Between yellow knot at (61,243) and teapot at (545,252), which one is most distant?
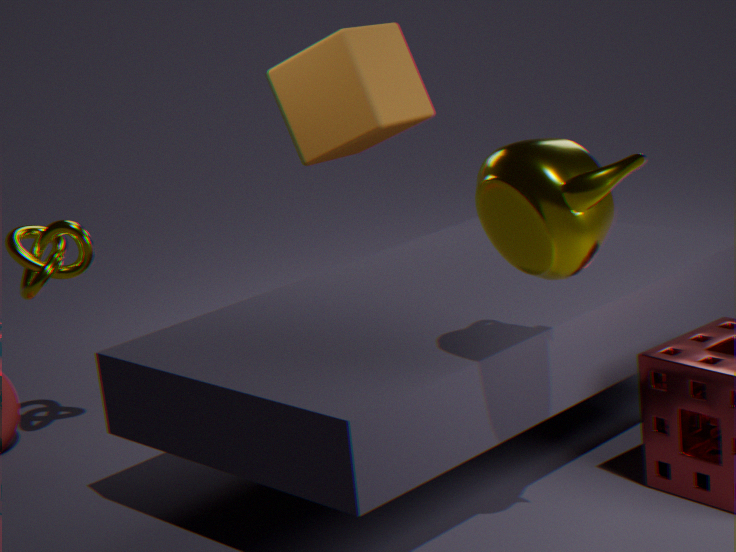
yellow knot at (61,243)
